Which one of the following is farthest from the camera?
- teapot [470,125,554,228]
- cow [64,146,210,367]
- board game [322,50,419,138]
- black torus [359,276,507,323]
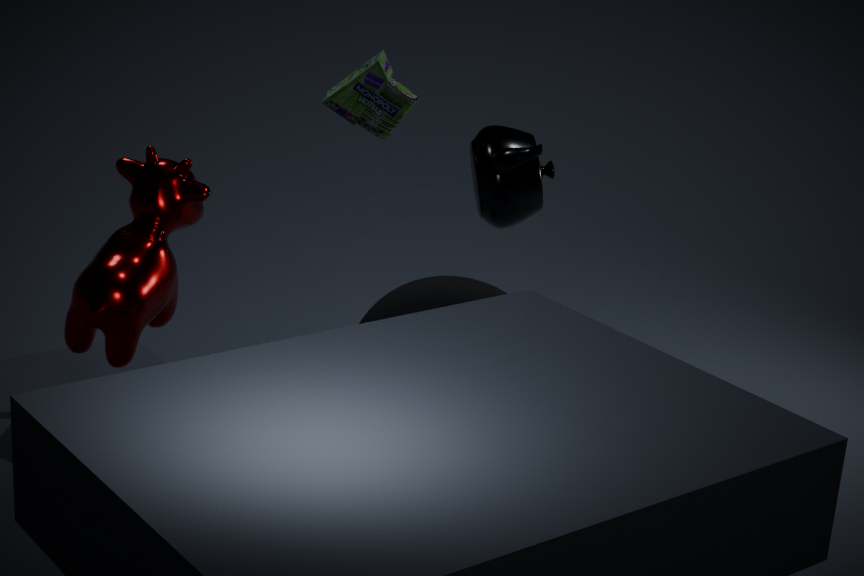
board game [322,50,419,138]
